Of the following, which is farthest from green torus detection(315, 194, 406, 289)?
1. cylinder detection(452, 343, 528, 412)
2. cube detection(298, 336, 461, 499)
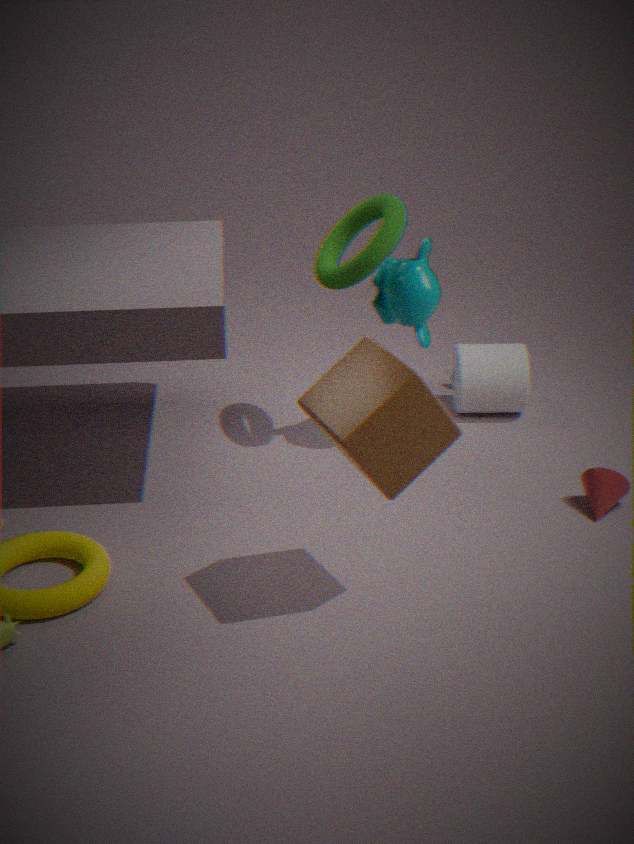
cube detection(298, 336, 461, 499)
